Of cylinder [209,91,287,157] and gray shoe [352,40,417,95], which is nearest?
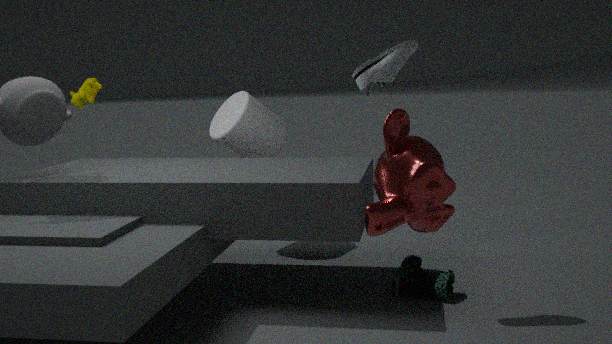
gray shoe [352,40,417,95]
